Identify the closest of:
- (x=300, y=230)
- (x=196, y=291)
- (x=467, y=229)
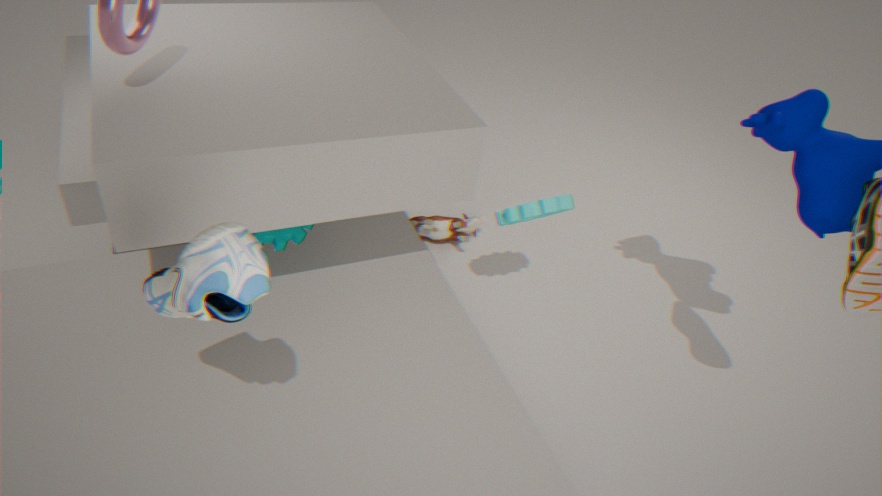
(x=196, y=291)
